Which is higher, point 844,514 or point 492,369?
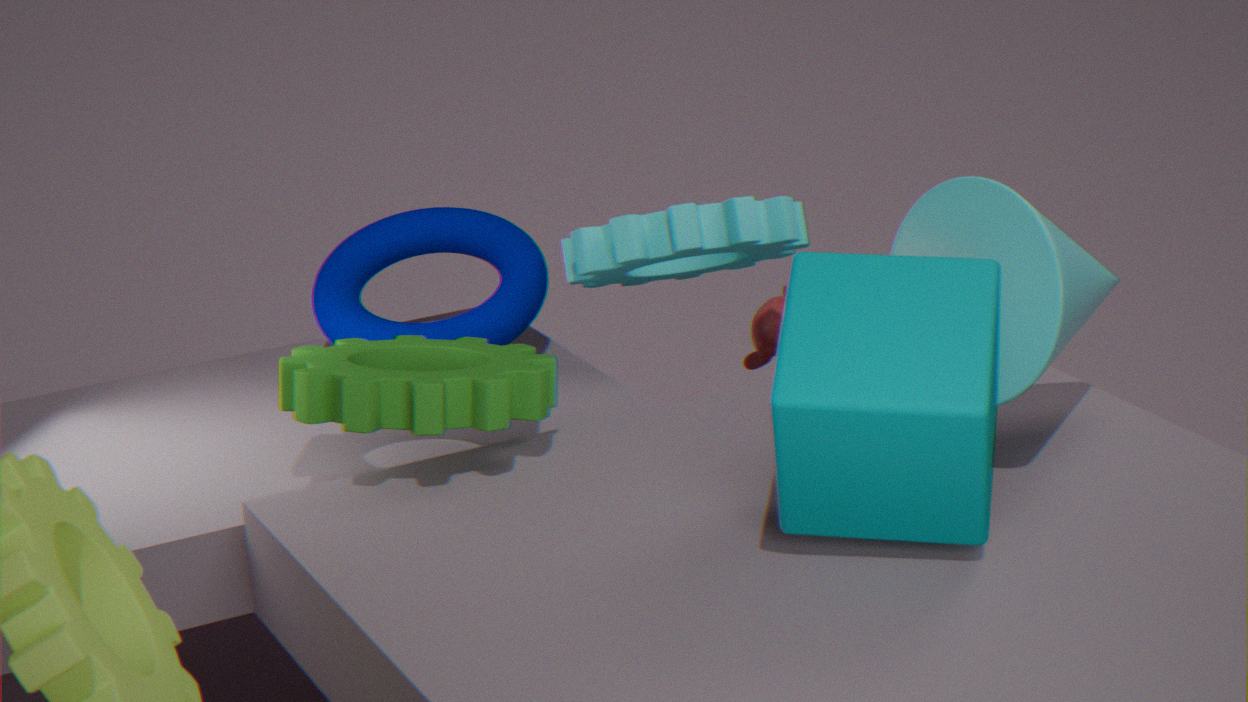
point 844,514
